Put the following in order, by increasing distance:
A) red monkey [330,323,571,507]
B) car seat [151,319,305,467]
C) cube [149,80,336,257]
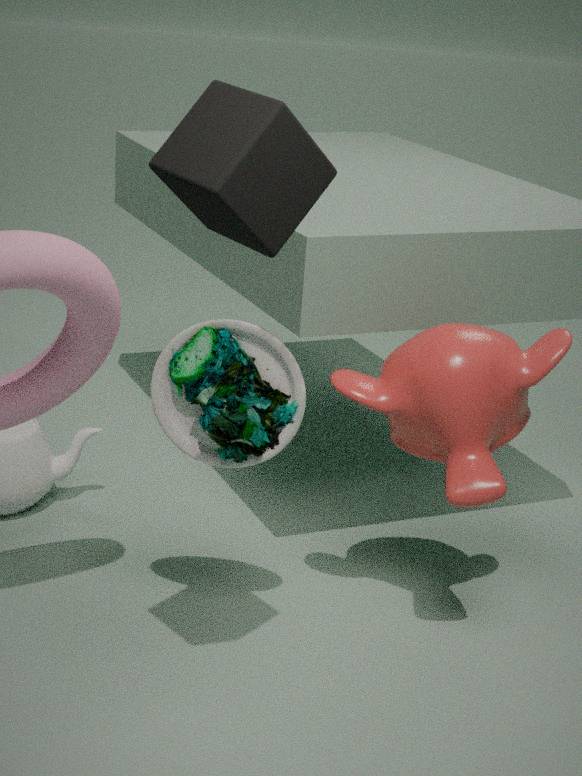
cube [149,80,336,257]
car seat [151,319,305,467]
red monkey [330,323,571,507]
